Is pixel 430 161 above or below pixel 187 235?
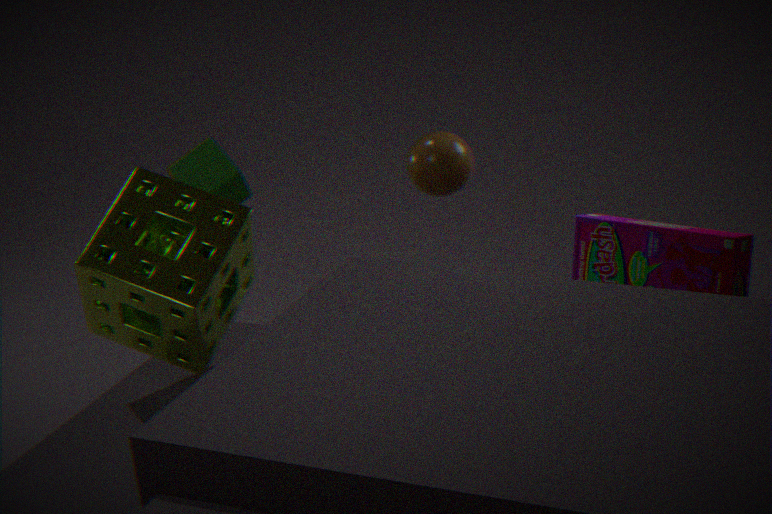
above
